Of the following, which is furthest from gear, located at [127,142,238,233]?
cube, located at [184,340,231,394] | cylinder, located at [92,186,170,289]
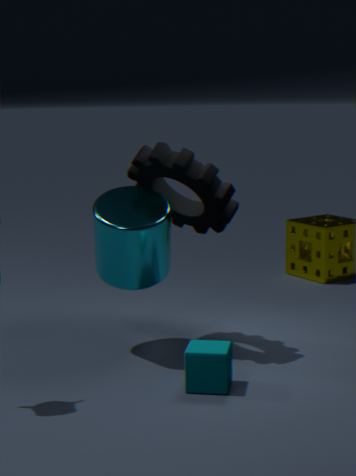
cube, located at [184,340,231,394]
